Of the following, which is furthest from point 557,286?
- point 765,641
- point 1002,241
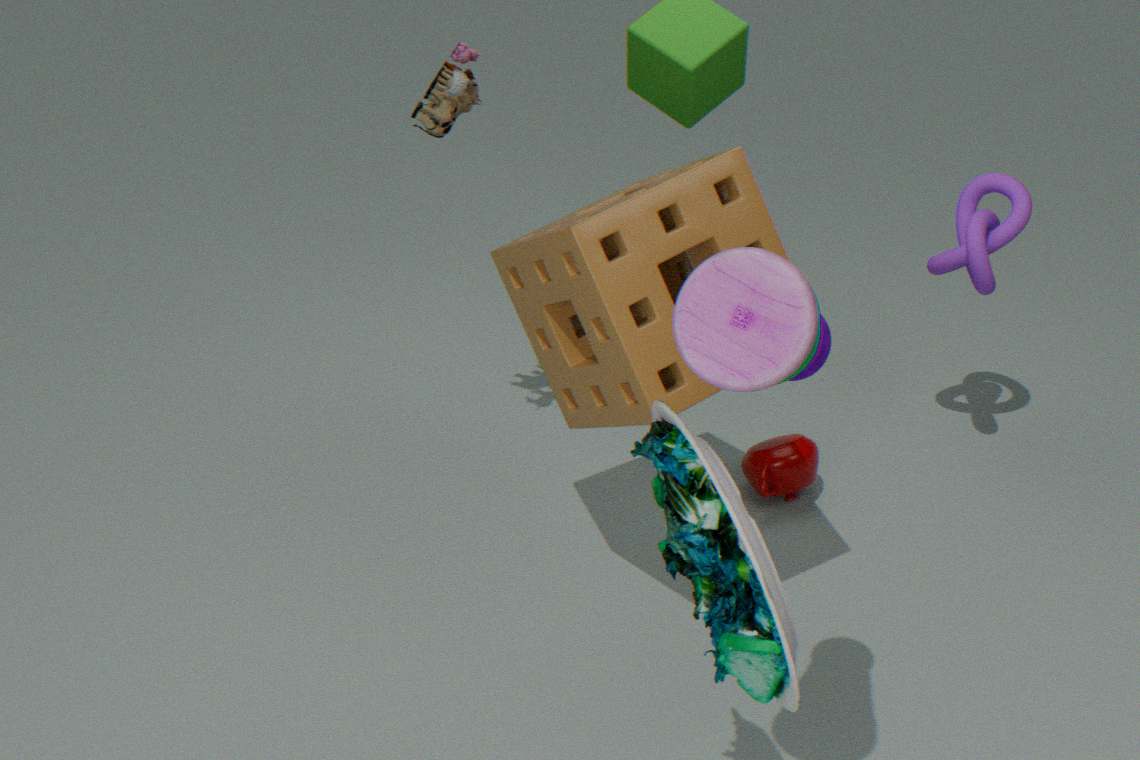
point 1002,241
